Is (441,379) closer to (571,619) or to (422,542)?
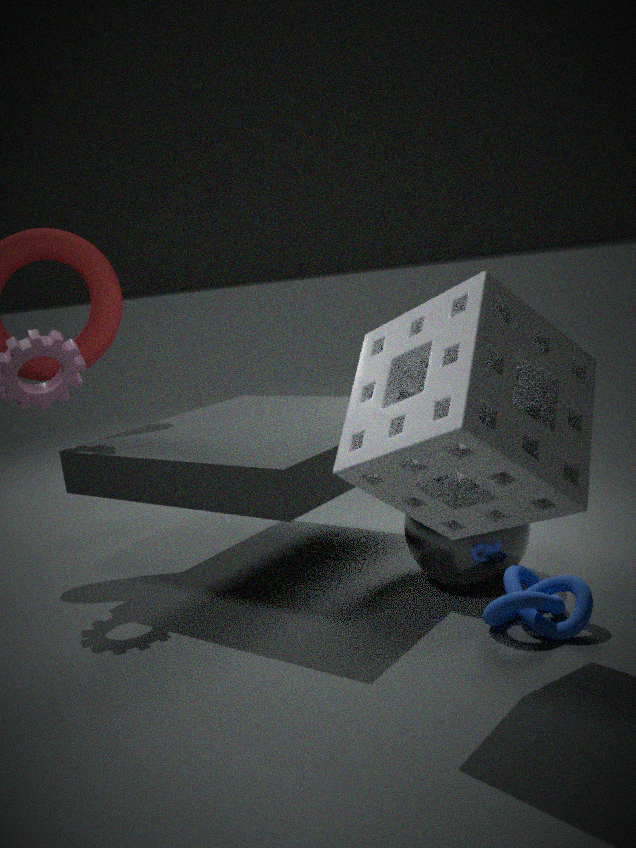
(571,619)
